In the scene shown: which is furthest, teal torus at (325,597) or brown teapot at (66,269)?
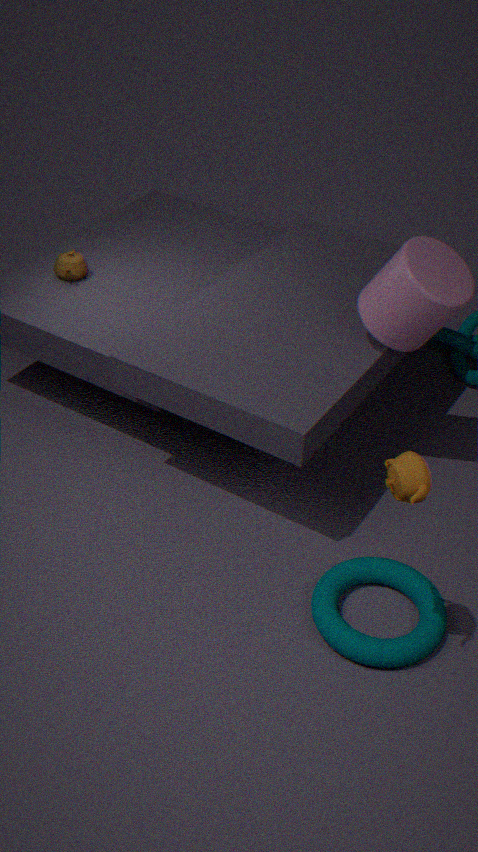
brown teapot at (66,269)
